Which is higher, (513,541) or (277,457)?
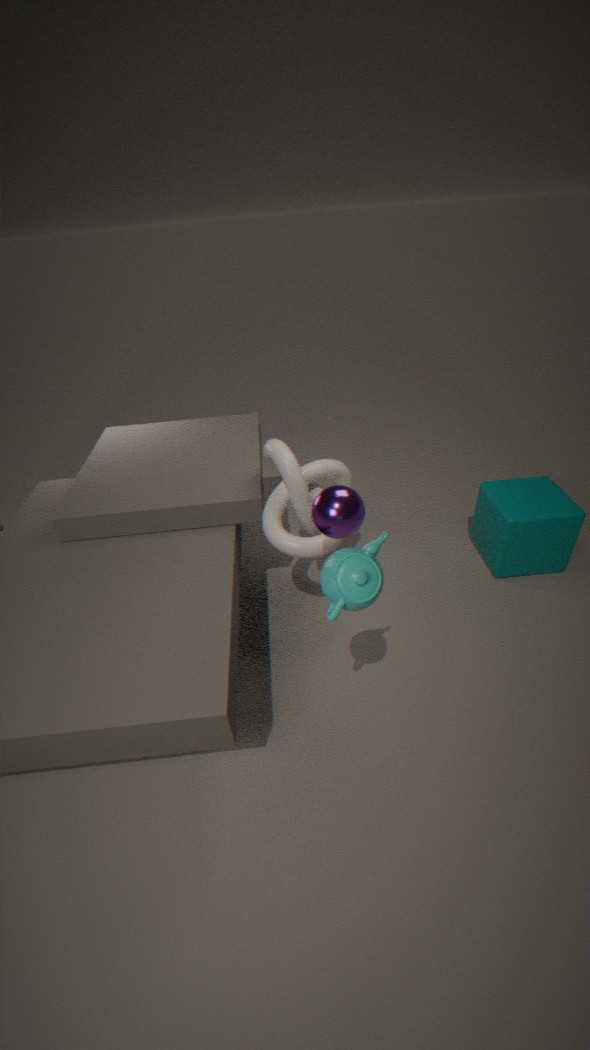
(277,457)
